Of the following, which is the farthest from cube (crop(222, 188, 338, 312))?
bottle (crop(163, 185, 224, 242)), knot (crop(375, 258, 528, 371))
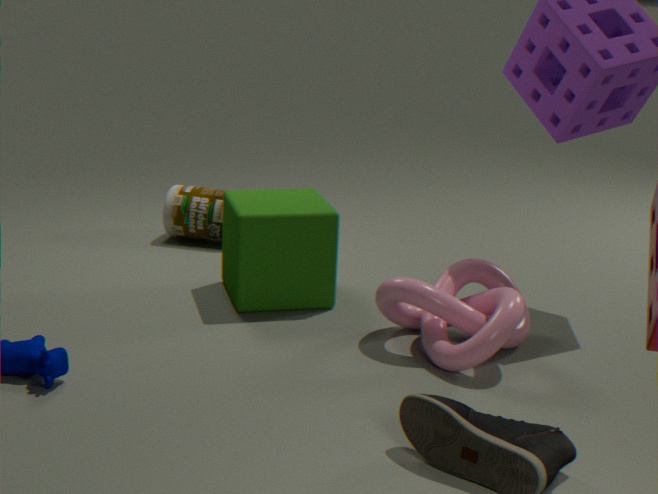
bottle (crop(163, 185, 224, 242))
